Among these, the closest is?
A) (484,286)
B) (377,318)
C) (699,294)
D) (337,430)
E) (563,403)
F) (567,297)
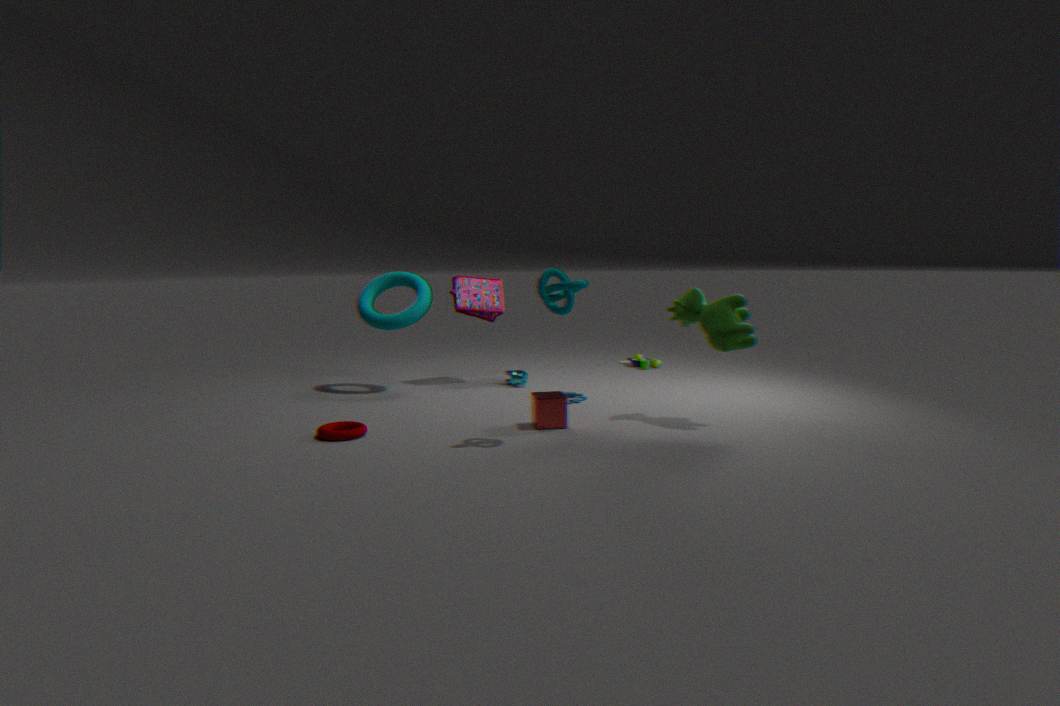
(567,297)
